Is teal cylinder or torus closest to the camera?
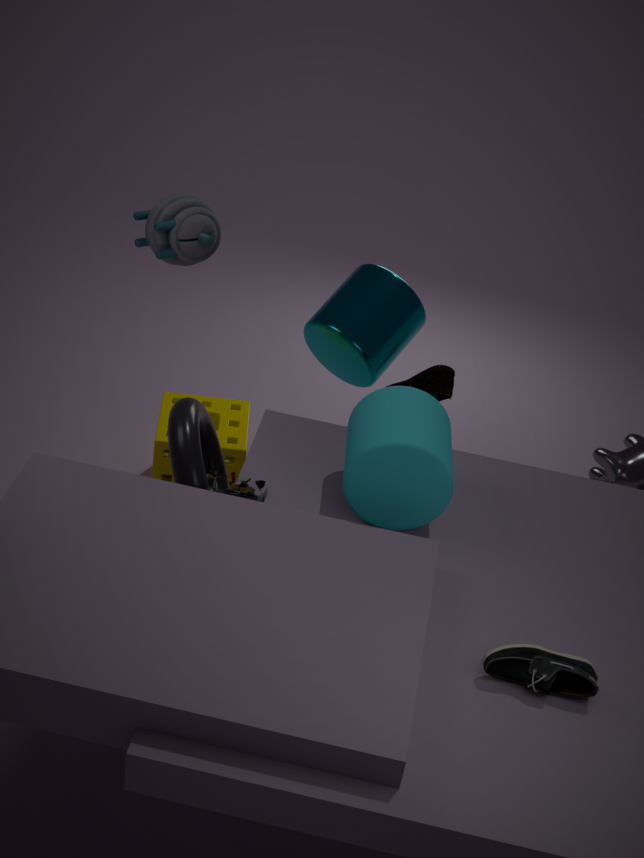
torus
